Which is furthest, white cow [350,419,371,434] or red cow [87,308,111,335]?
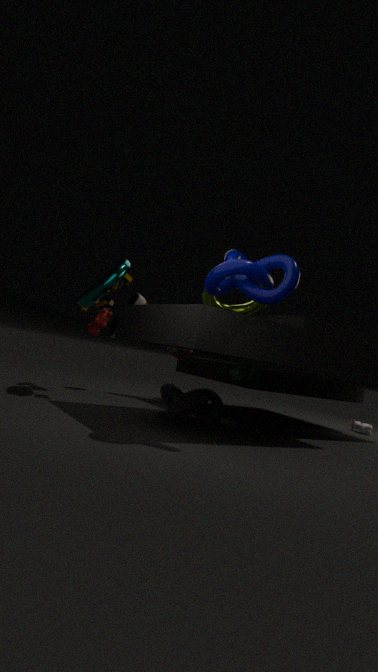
white cow [350,419,371,434]
